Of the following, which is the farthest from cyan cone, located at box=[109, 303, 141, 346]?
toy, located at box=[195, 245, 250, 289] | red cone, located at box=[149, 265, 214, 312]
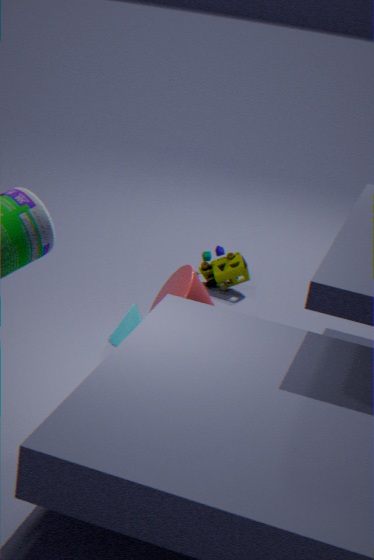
toy, located at box=[195, 245, 250, 289]
